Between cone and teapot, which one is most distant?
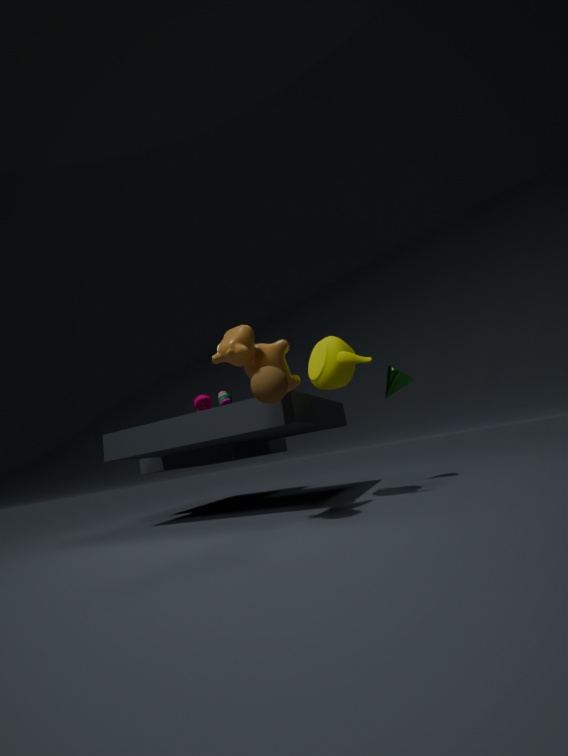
cone
